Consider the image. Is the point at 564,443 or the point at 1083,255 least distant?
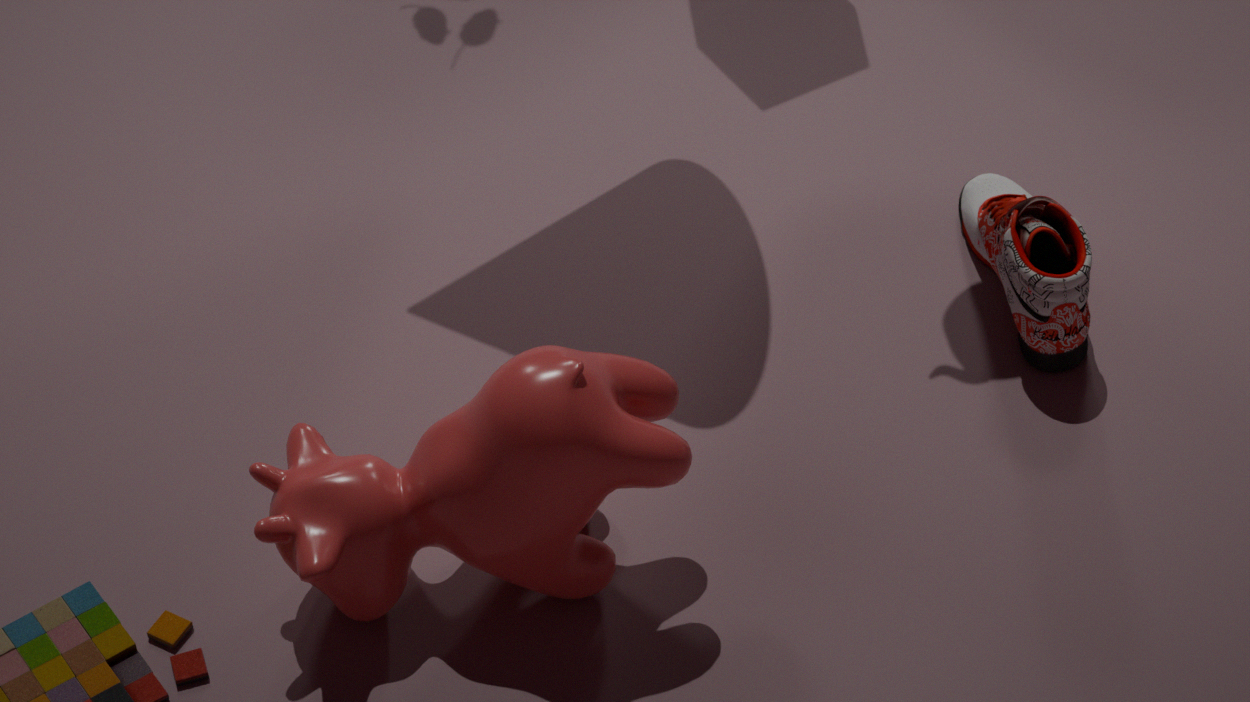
the point at 564,443
